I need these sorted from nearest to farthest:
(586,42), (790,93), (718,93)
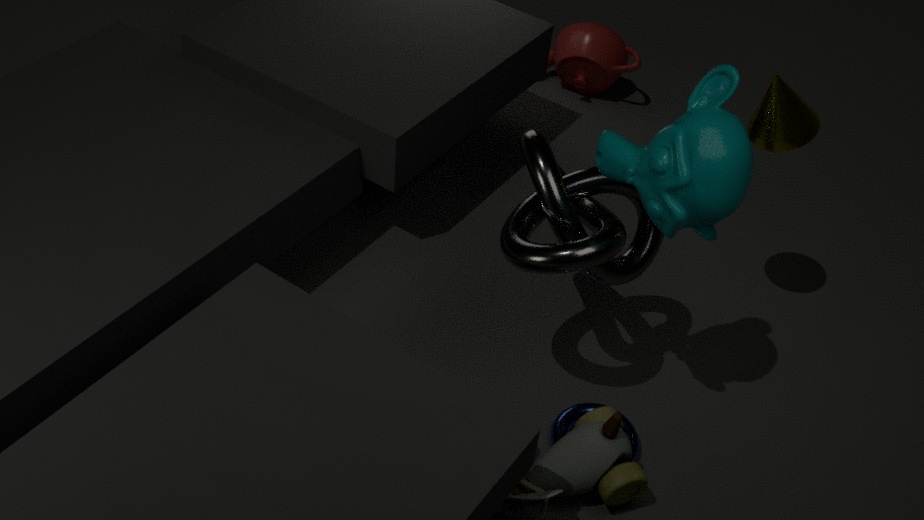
(718,93) → (790,93) → (586,42)
